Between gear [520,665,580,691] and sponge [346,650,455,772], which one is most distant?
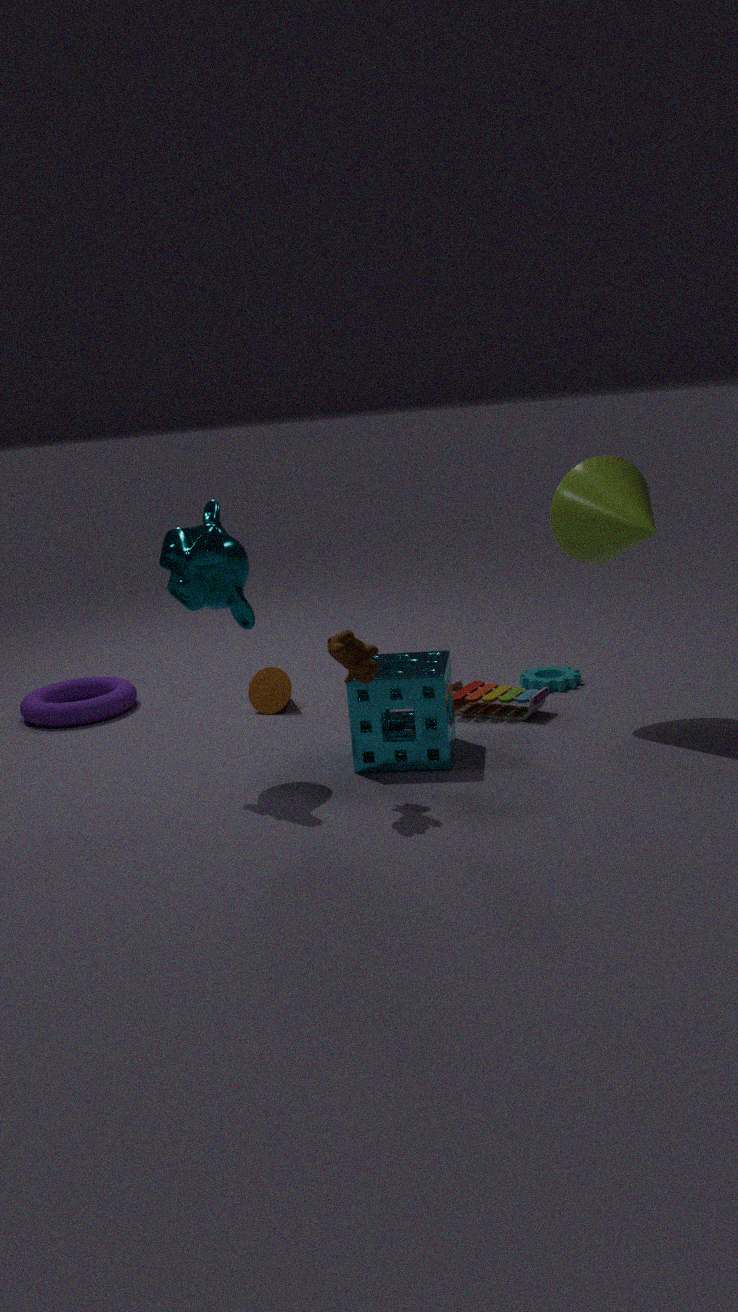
gear [520,665,580,691]
